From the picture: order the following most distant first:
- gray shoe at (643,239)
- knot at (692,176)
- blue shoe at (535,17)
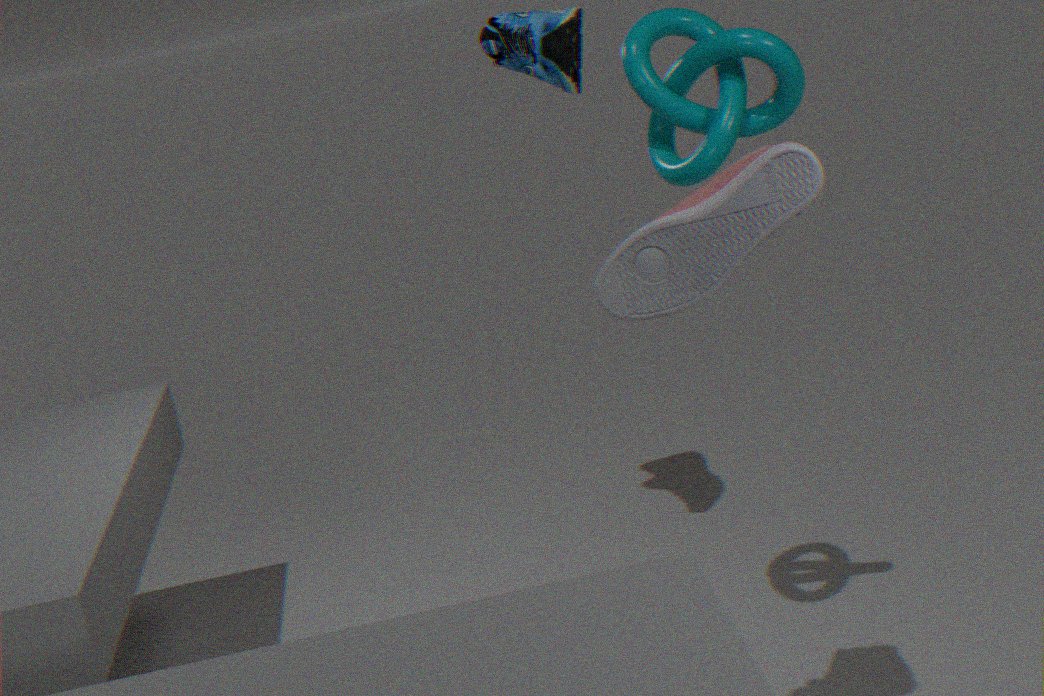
blue shoe at (535,17) < knot at (692,176) < gray shoe at (643,239)
